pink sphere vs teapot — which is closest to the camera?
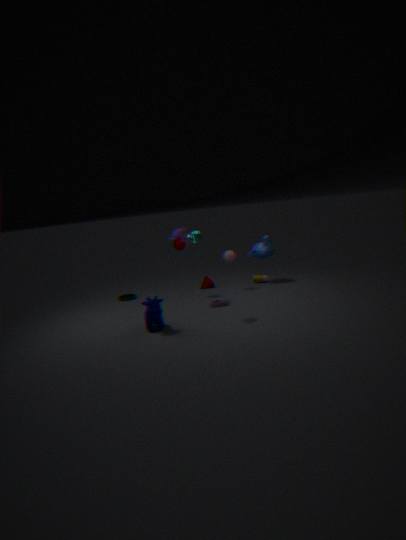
teapot
